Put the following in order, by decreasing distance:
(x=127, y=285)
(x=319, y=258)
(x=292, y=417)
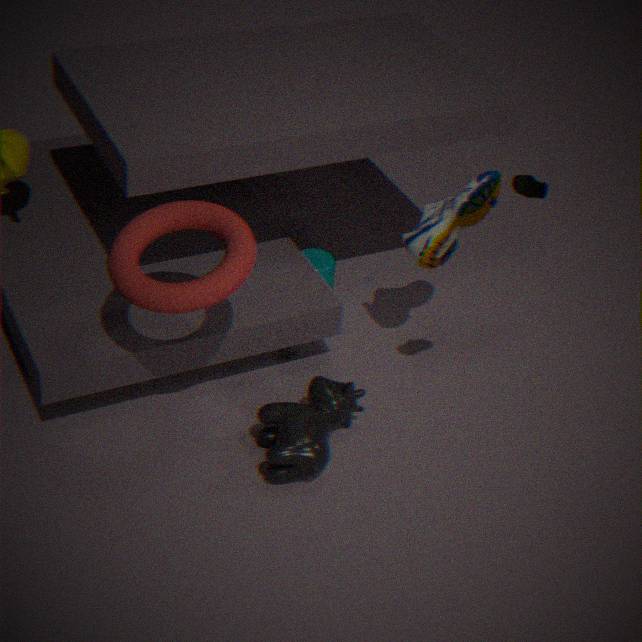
(x=319, y=258)
(x=292, y=417)
(x=127, y=285)
